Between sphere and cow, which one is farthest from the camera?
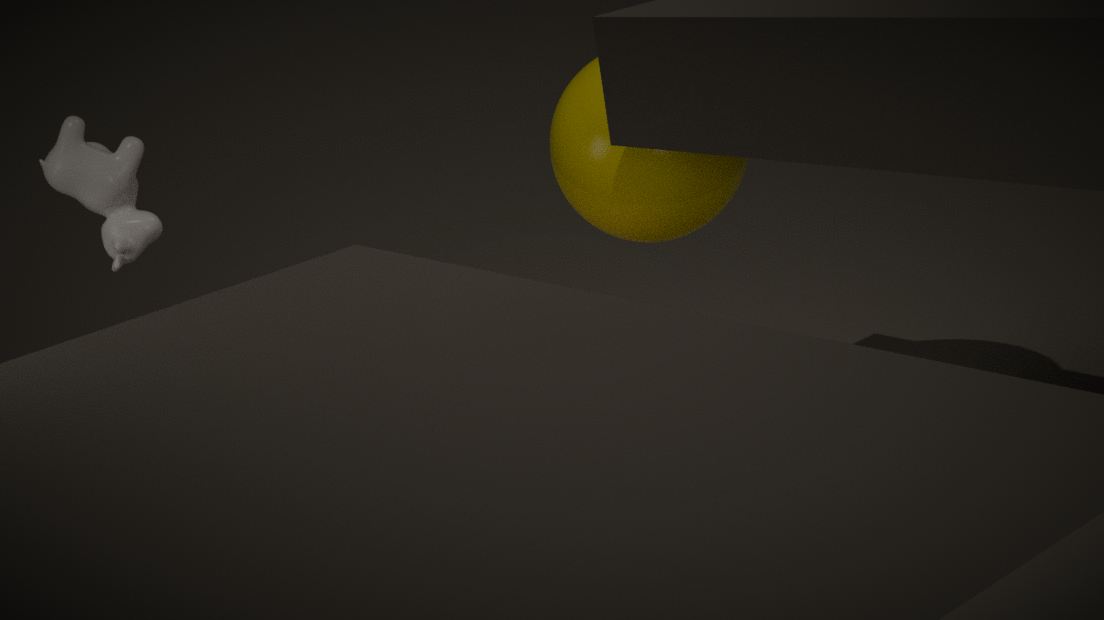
sphere
